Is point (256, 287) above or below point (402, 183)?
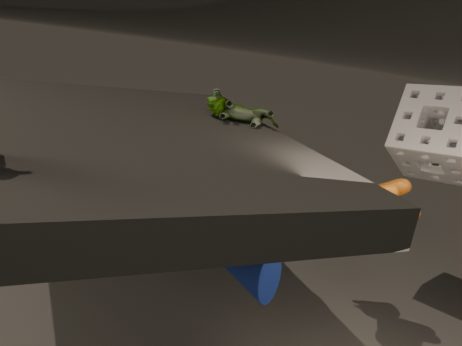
below
